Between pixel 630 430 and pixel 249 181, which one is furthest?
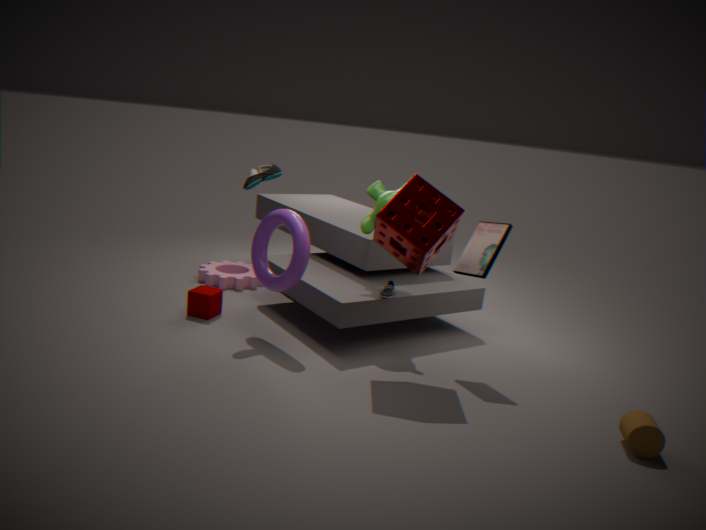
pixel 249 181
